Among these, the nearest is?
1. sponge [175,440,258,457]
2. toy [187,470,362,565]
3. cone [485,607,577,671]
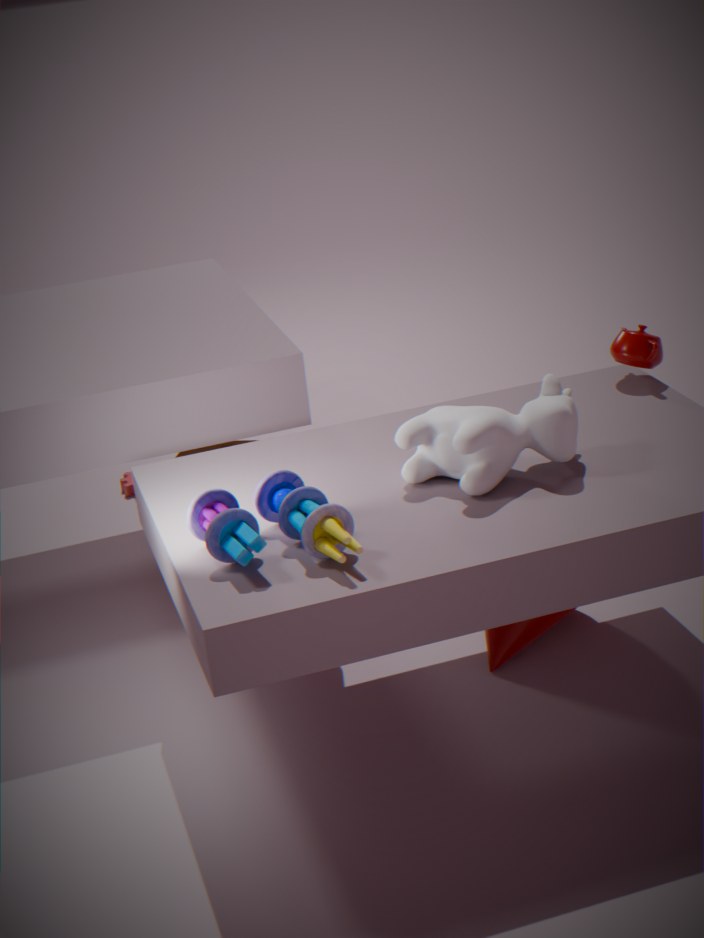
toy [187,470,362,565]
